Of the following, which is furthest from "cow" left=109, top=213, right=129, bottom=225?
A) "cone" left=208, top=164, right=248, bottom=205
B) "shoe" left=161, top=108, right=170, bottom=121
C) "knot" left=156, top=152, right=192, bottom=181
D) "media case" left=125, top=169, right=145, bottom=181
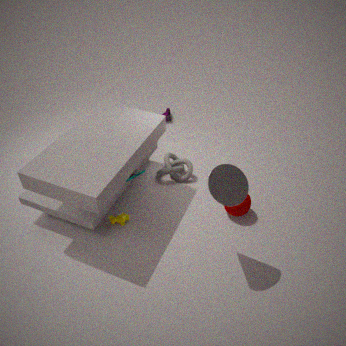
"shoe" left=161, top=108, right=170, bottom=121
